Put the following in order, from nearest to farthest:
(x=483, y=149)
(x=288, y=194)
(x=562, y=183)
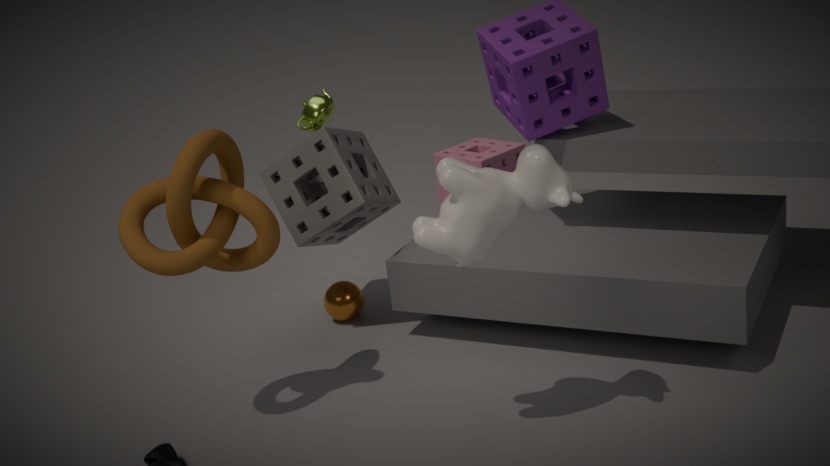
(x=562, y=183)
(x=288, y=194)
(x=483, y=149)
